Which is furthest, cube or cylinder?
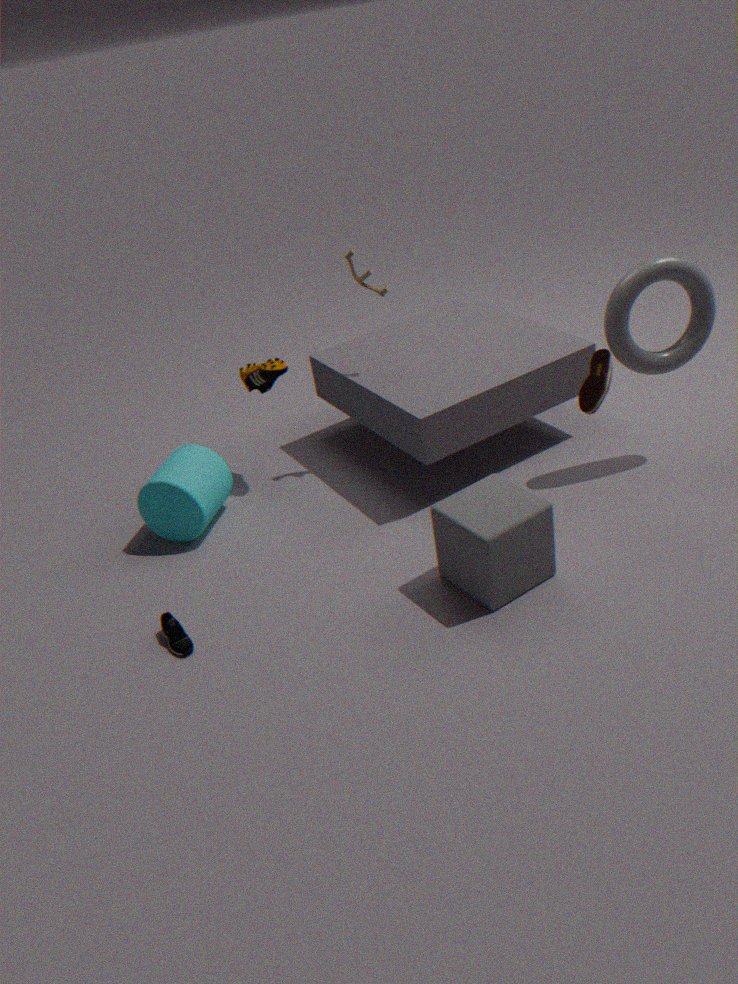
cylinder
